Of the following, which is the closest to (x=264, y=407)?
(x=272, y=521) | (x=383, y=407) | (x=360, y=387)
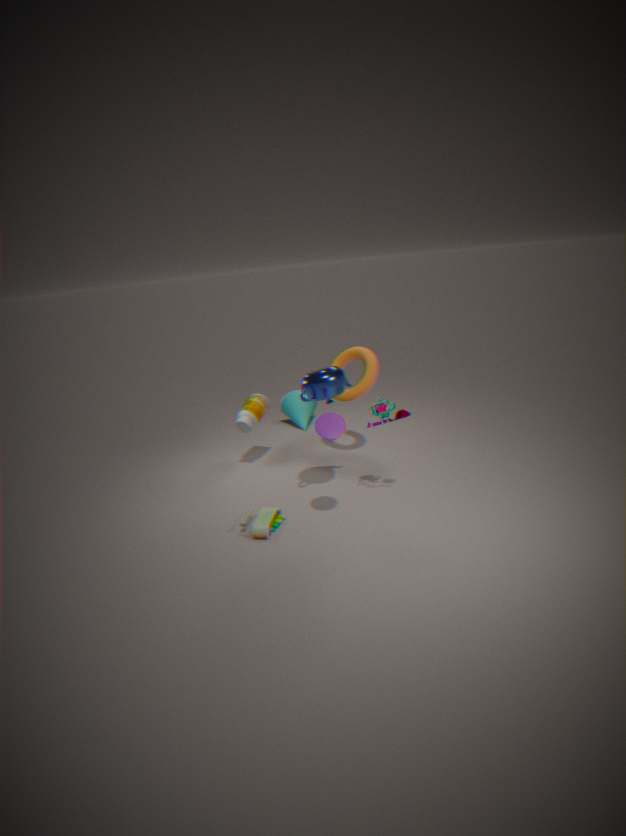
(x=360, y=387)
